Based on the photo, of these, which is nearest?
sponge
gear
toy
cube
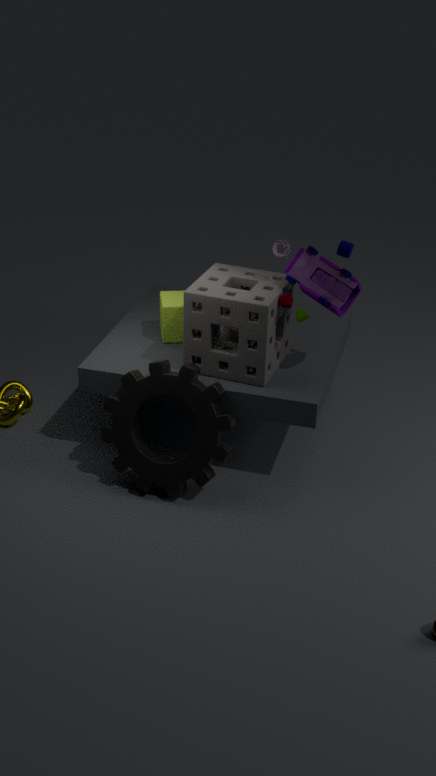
sponge
